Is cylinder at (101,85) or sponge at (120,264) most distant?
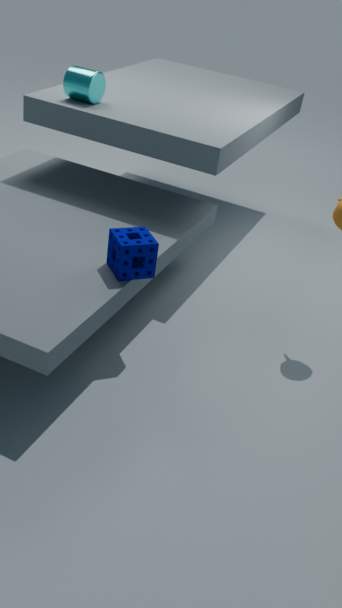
cylinder at (101,85)
